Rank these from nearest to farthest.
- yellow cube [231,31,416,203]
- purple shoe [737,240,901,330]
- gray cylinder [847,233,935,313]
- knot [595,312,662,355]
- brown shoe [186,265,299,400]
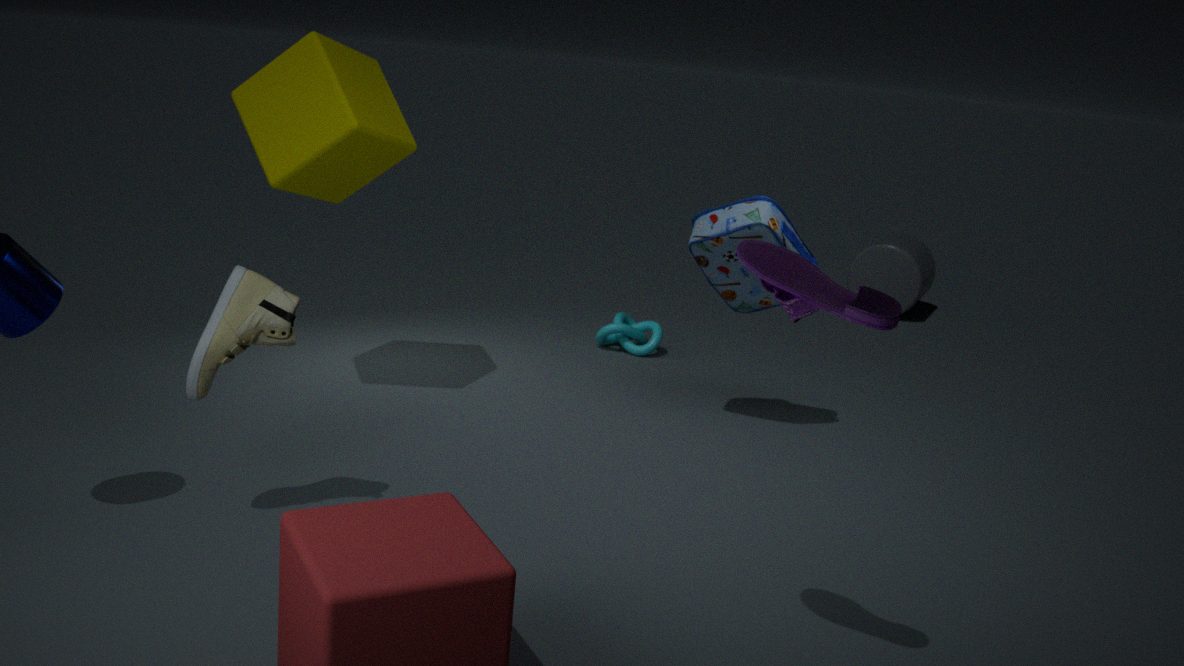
purple shoe [737,240,901,330]
brown shoe [186,265,299,400]
yellow cube [231,31,416,203]
knot [595,312,662,355]
gray cylinder [847,233,935,313]
